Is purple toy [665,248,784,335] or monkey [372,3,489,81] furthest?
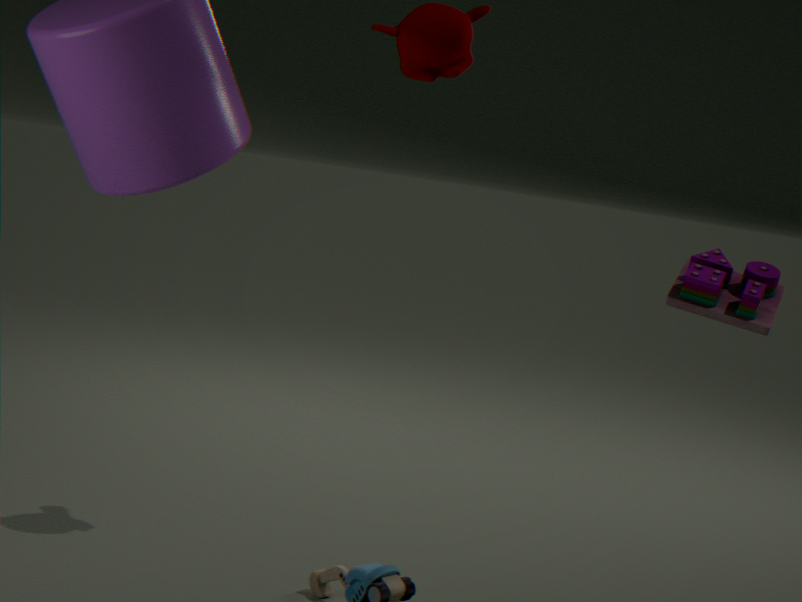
monkey [372,3,489,81]
